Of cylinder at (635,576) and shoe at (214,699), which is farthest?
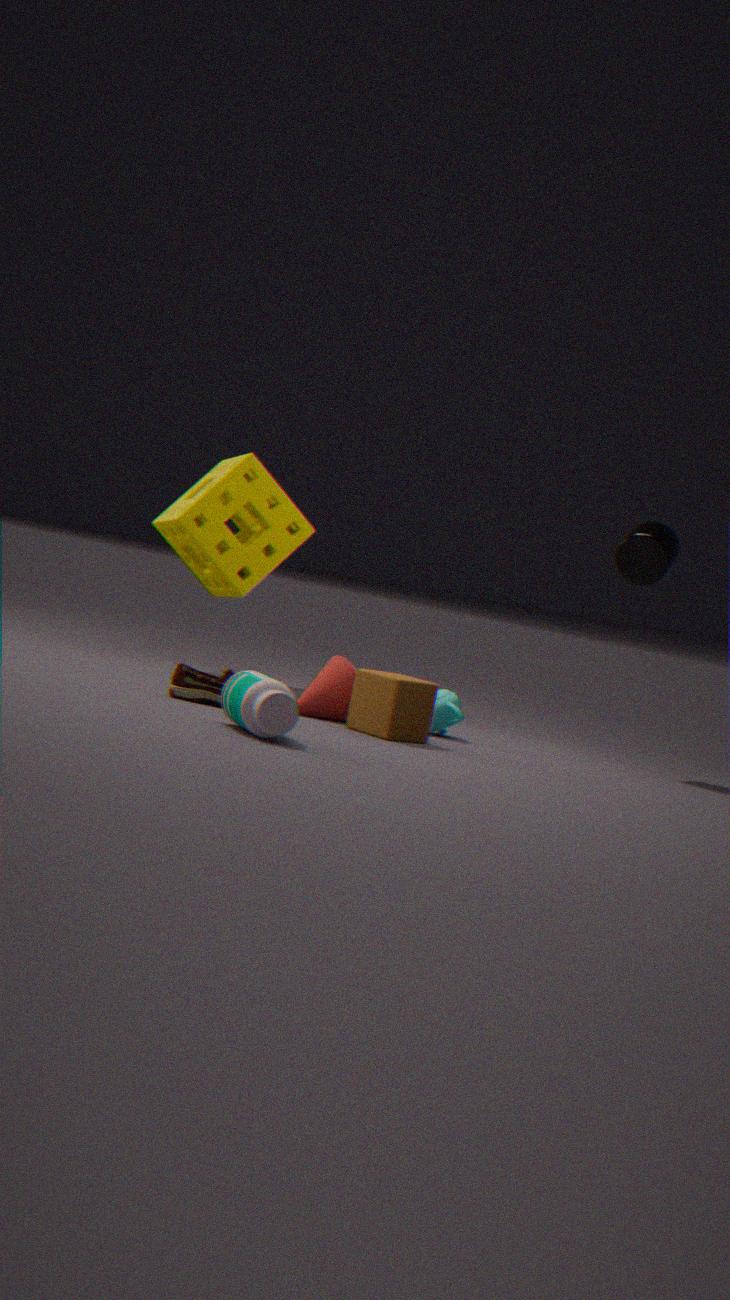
cylinder at (635,576)
